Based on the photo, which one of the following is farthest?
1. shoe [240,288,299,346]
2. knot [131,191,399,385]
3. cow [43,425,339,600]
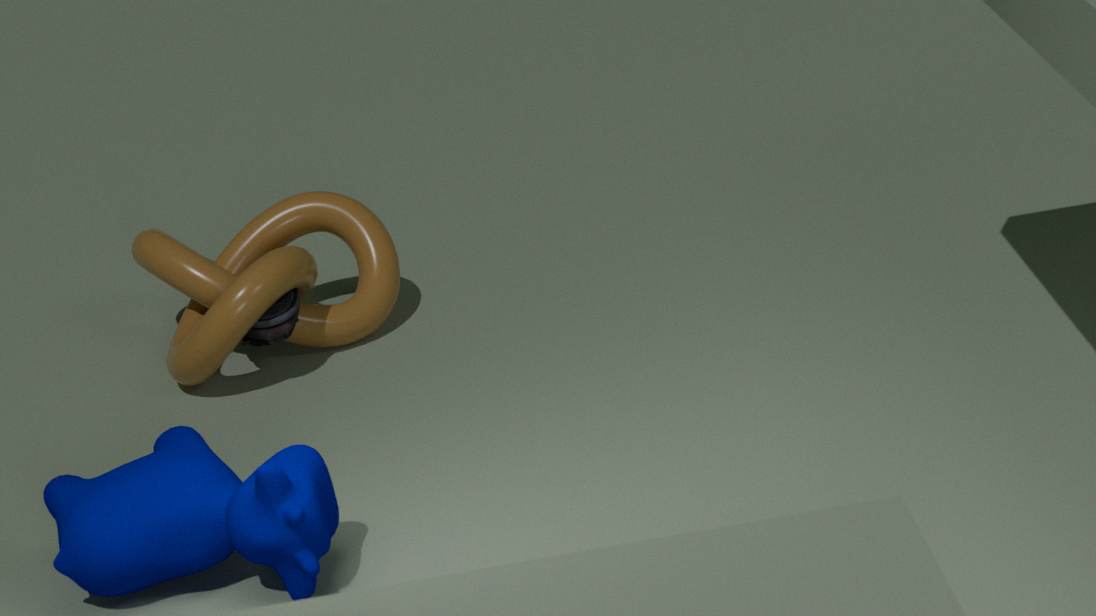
shoe [240,288,299,346]
